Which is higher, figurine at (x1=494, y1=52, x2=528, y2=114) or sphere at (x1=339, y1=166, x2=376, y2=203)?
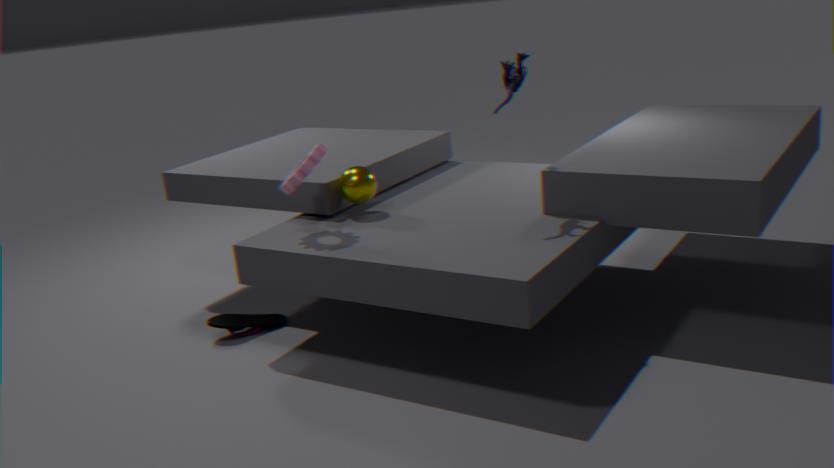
figurine at (x1=494, y1=52, x2=528, y2=114)
